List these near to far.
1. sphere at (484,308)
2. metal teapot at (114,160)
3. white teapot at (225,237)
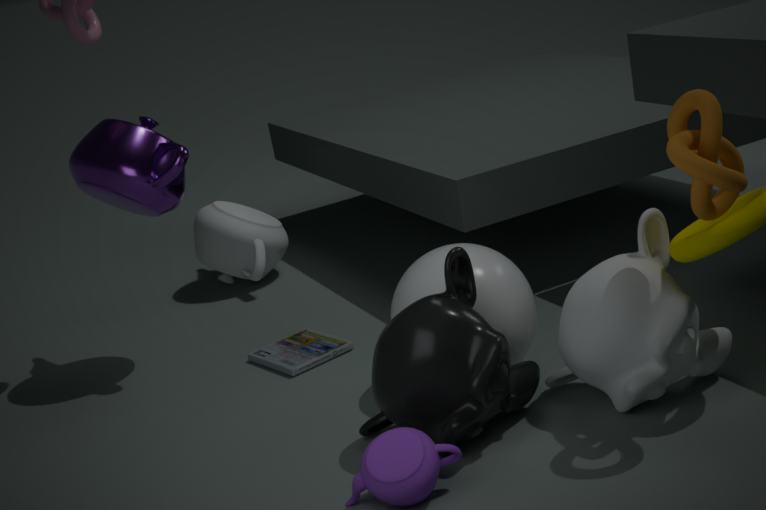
1. sphere at (484,308)
2. metal teapot at (114,160)
3. white teapot at (225,237)
